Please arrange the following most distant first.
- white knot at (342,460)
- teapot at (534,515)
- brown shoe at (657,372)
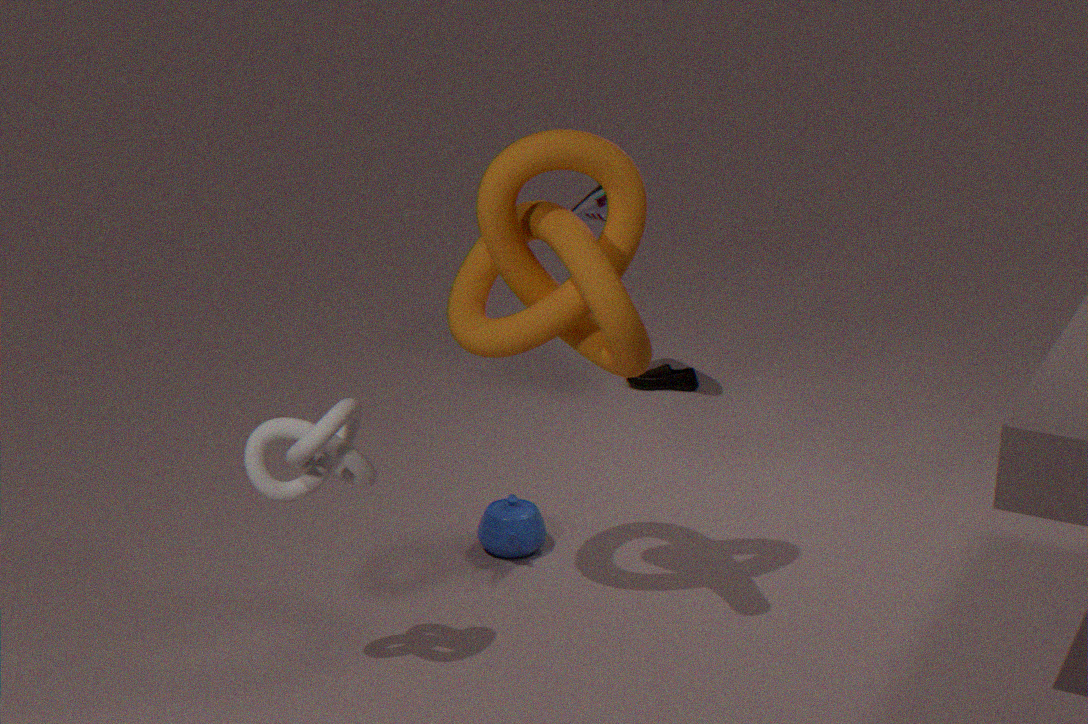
brown shoe at (657,372) < teapot at (534,515) < white knot at (342,460)
